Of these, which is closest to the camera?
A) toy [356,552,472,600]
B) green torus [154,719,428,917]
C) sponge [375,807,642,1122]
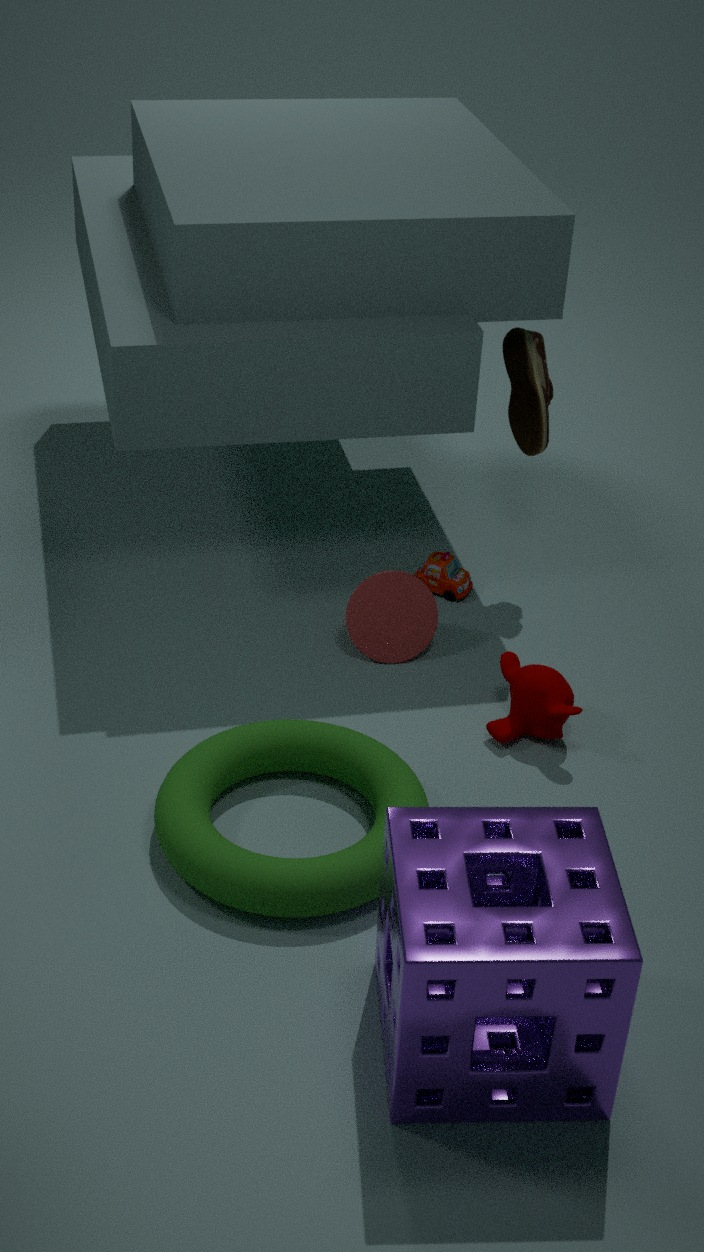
sponge [375,807,642,1122]
